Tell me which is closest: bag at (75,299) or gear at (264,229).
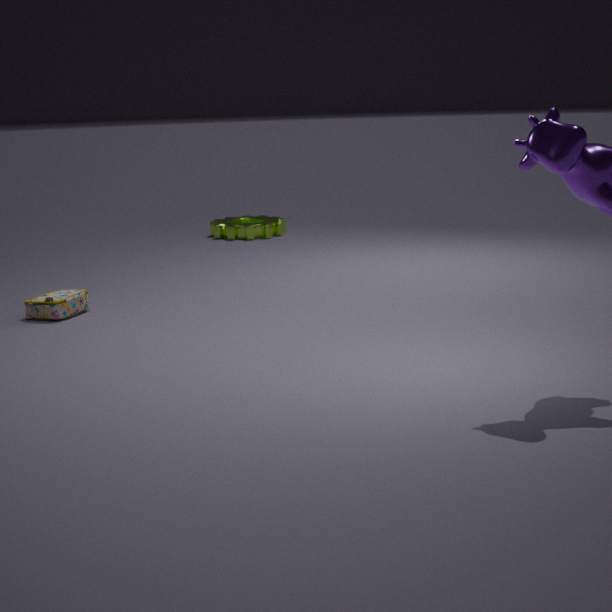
bag at (75,299)
